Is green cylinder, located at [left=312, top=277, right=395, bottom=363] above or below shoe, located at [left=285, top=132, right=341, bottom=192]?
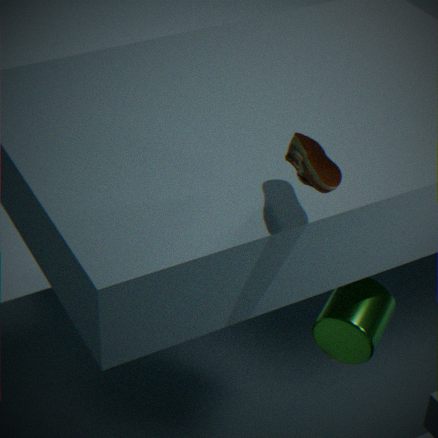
below
